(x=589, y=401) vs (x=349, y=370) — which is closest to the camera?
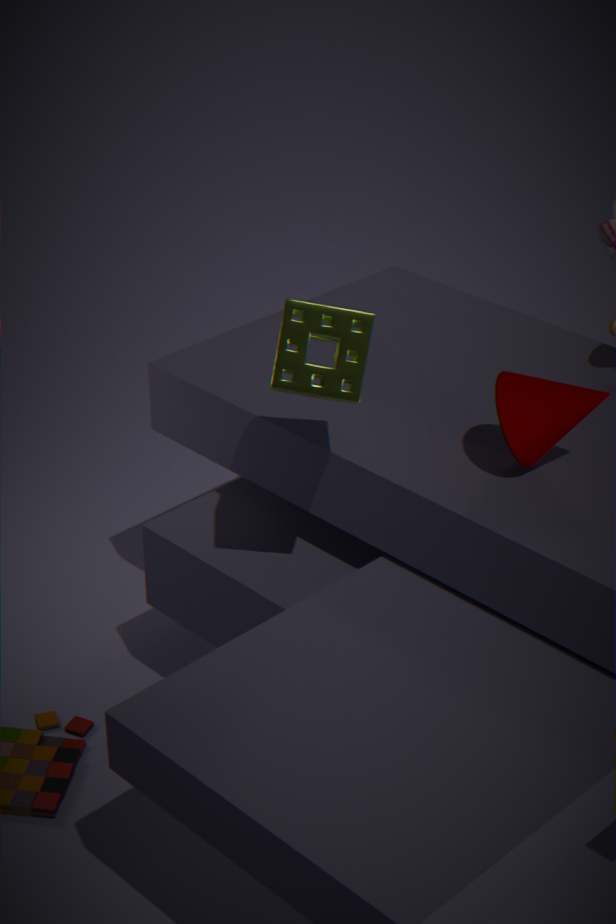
(x=349, y=370)
